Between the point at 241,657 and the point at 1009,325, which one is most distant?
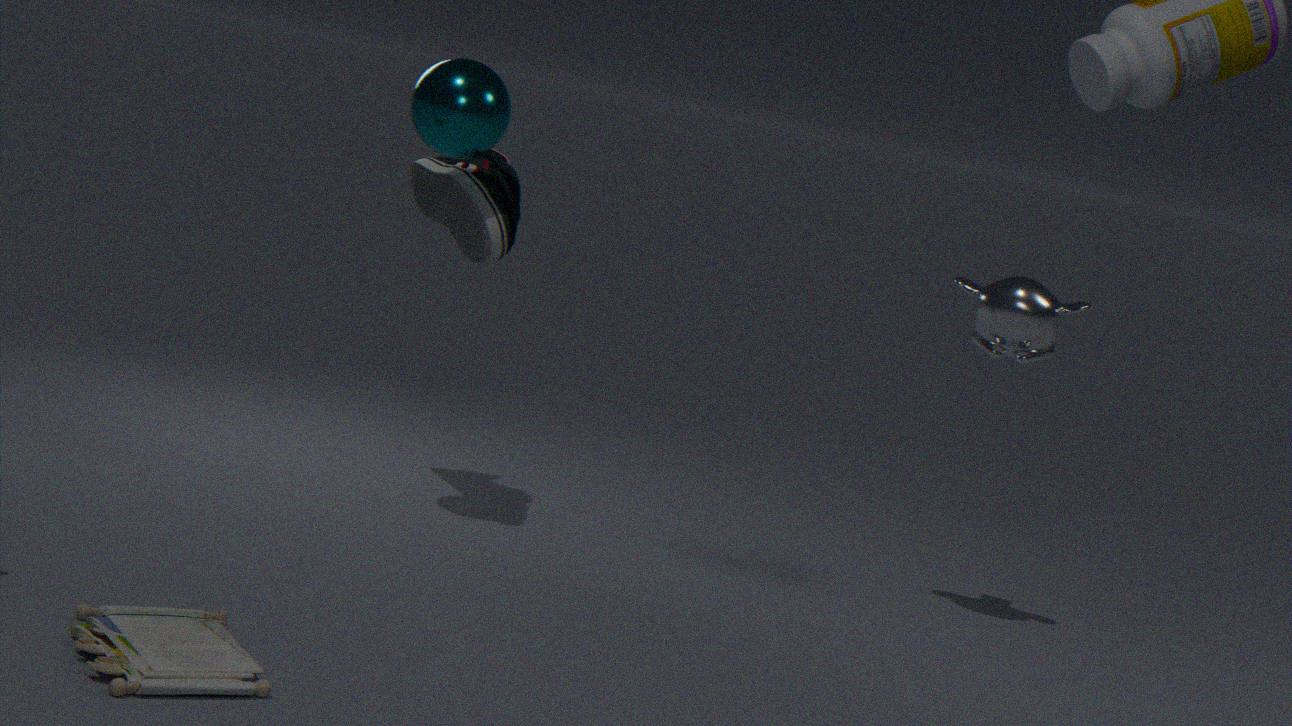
the point at 1009,325
